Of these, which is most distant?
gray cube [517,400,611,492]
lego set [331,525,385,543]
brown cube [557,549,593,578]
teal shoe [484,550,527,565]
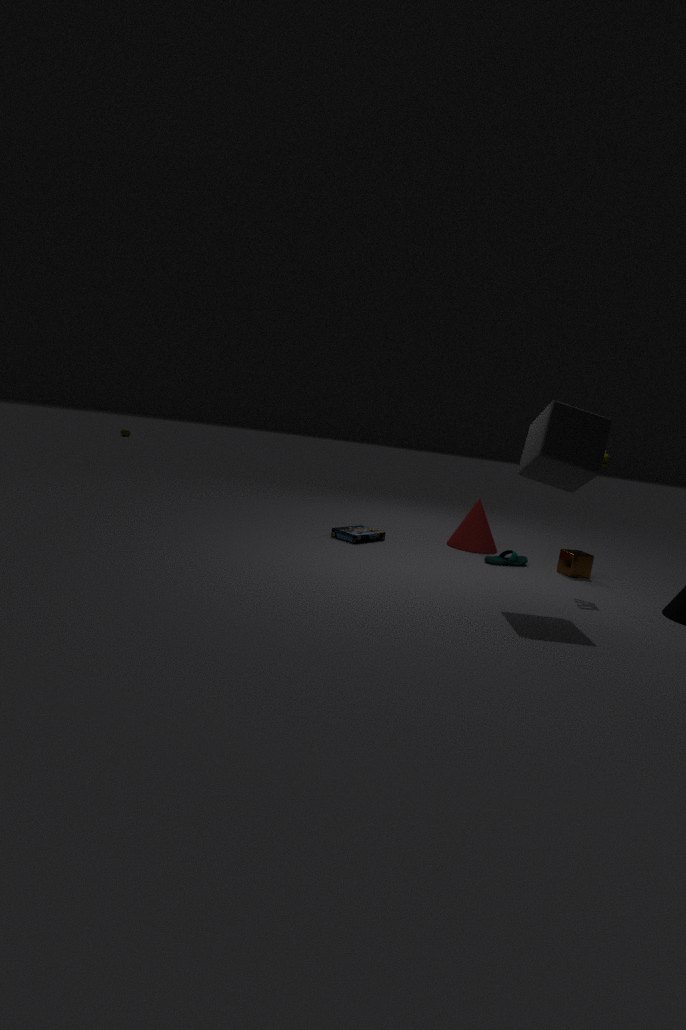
lego set [331,525,385,543]
